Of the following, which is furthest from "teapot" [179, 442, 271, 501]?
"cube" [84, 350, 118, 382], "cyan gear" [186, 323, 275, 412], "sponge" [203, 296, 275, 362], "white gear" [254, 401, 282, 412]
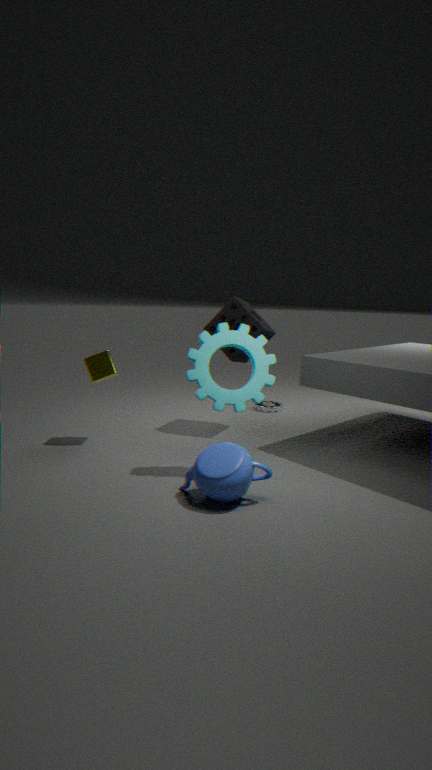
"white gear" [254, 401, 282, 412]
